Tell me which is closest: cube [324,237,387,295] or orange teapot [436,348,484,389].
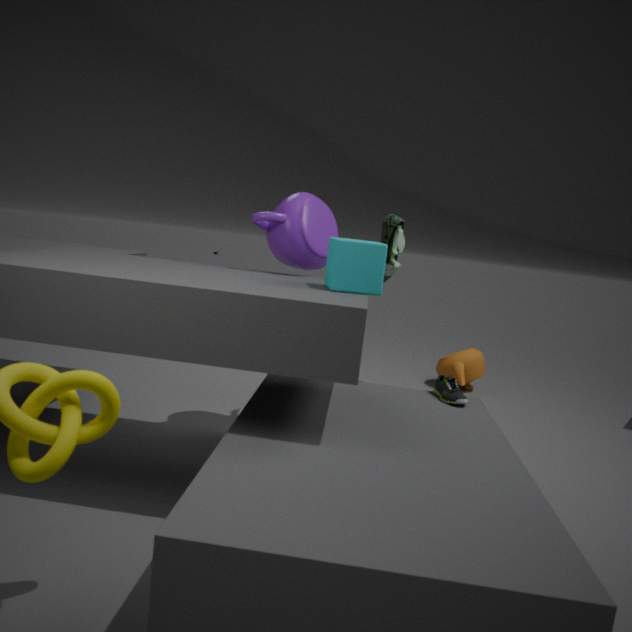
cube [324,237,387,295]
